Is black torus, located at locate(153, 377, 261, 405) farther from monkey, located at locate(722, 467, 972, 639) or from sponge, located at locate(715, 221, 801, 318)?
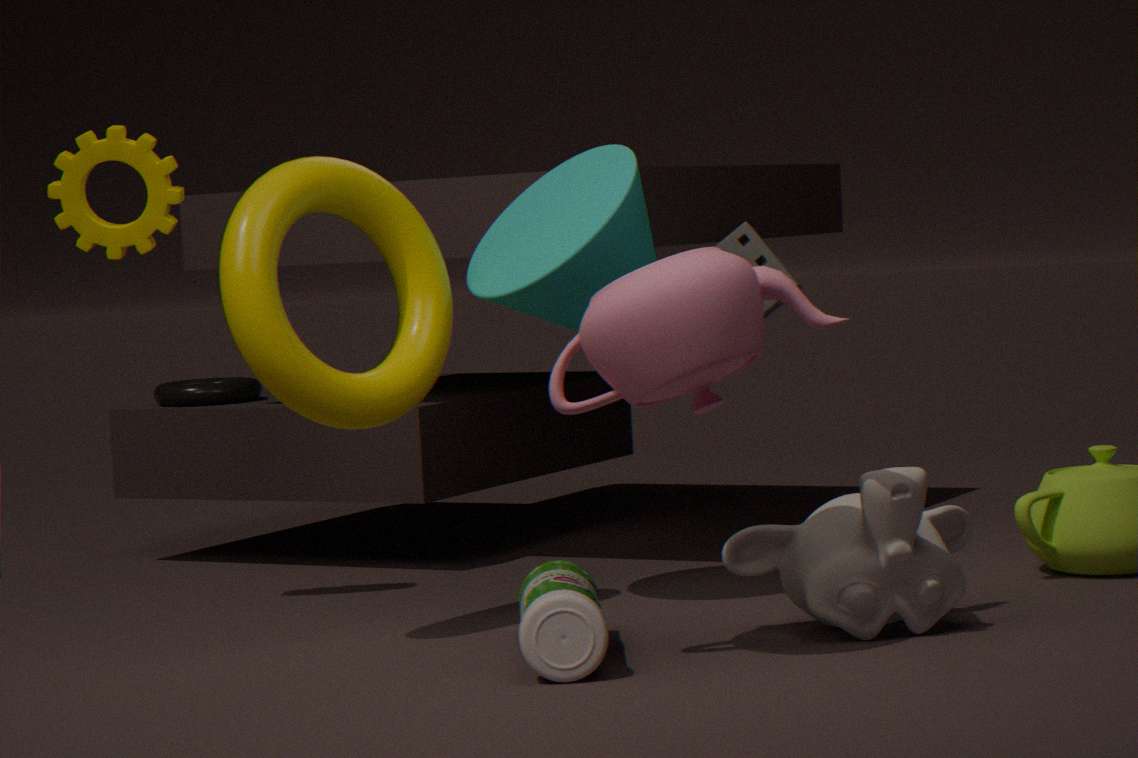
monkey, located at locate(722, 467, 972, 639)
